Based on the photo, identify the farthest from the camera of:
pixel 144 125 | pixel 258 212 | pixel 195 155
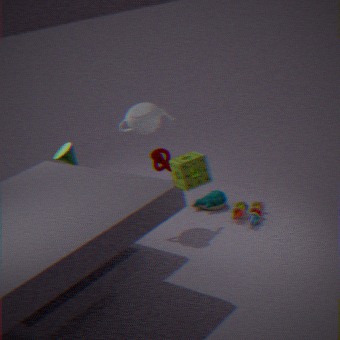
pixel 258 212
